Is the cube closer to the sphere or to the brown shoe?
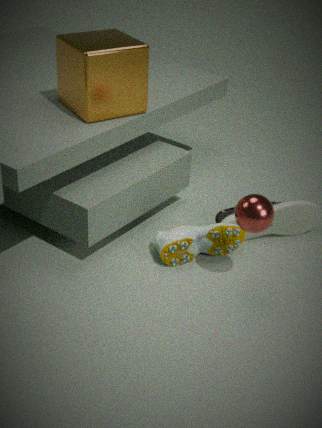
the brown shoe
